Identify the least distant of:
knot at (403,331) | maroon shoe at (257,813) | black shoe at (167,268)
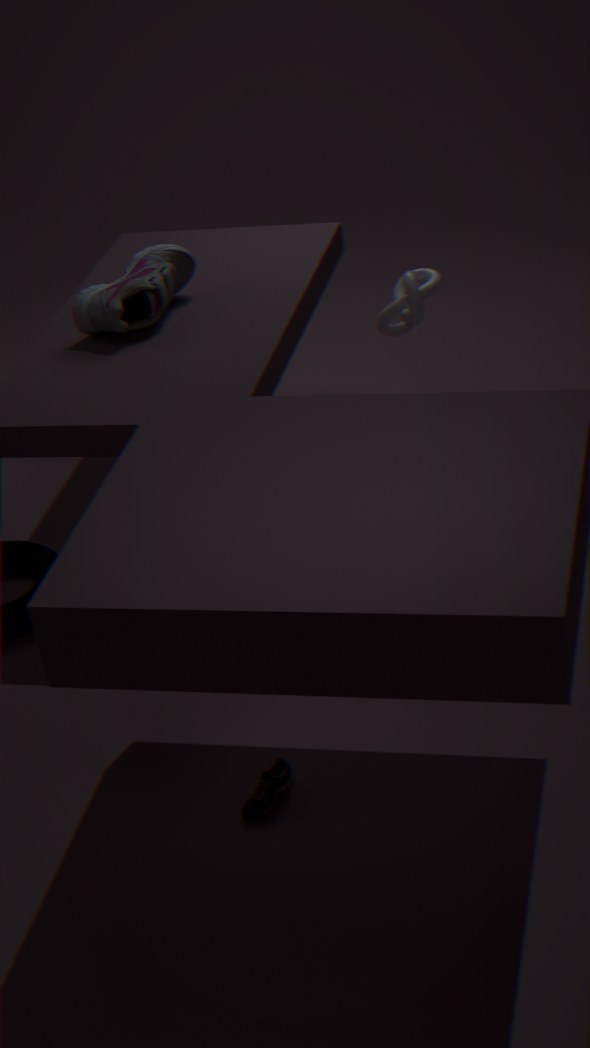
maroon shoe at (257,813)
